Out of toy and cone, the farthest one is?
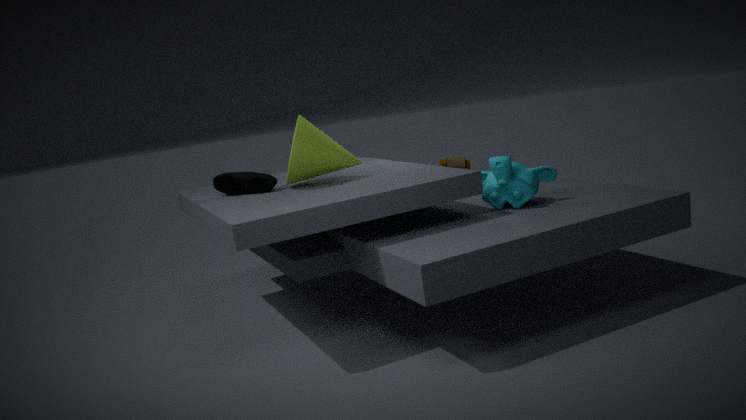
toy
